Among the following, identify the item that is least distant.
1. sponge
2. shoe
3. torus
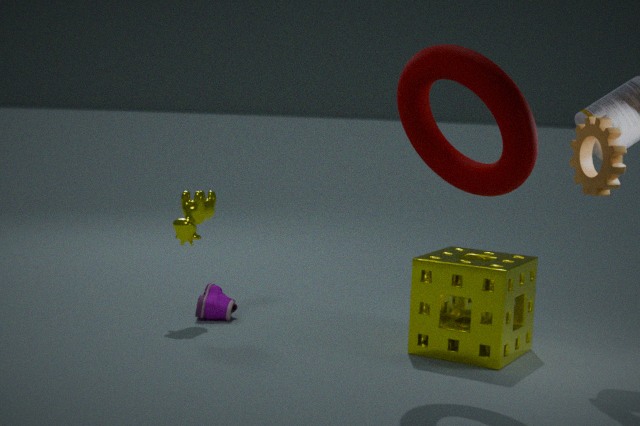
torus
